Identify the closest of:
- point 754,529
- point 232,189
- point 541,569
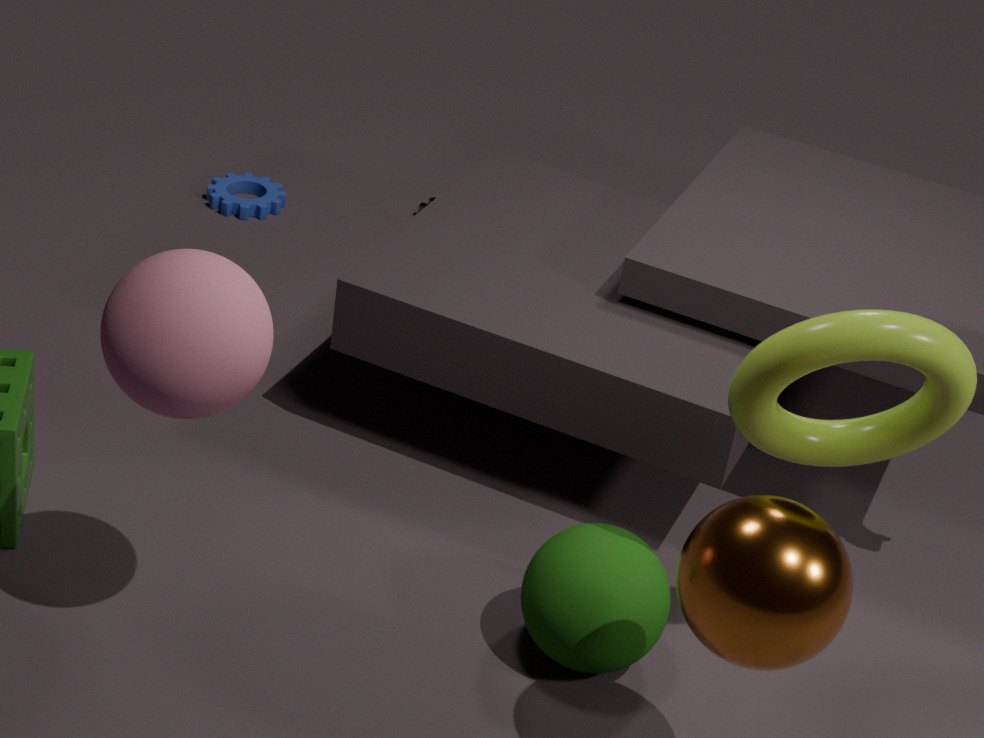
A: point 754,529
